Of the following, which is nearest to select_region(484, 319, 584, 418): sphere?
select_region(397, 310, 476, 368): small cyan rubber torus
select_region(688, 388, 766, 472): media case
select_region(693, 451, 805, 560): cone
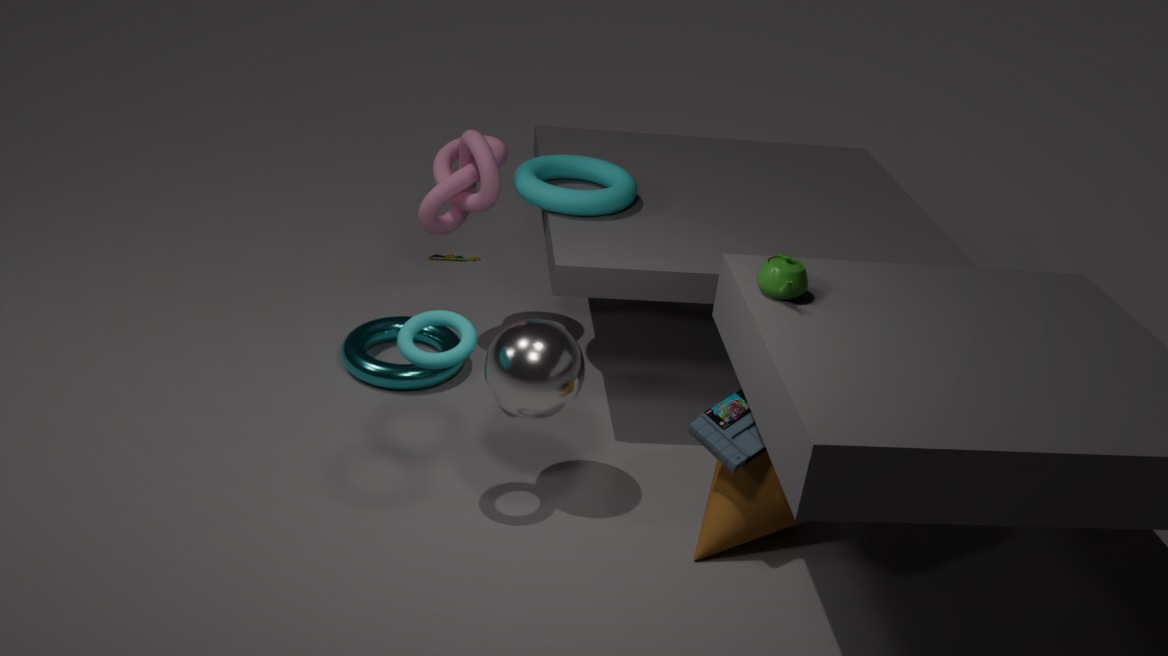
select_region(397, 310, 476, 368): small cyan rubber torus
